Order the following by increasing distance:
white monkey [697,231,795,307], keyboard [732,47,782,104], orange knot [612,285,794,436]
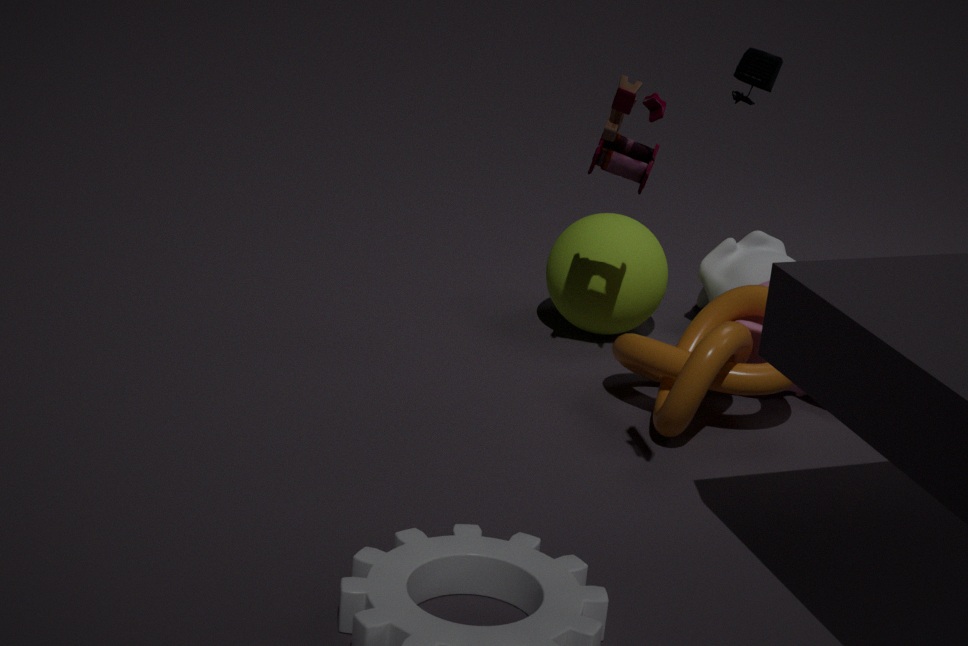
keyboard [732,47,782,104]
orange knot [612,285,794,436]
white monkey [697,231,795,307]
